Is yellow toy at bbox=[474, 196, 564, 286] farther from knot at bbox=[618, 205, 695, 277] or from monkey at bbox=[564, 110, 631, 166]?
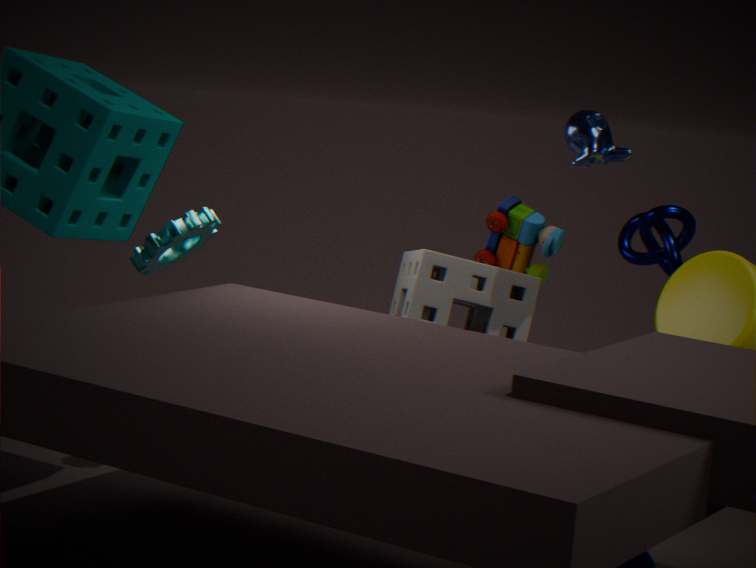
monkey at bbox=[564, 110, 631, 166]
